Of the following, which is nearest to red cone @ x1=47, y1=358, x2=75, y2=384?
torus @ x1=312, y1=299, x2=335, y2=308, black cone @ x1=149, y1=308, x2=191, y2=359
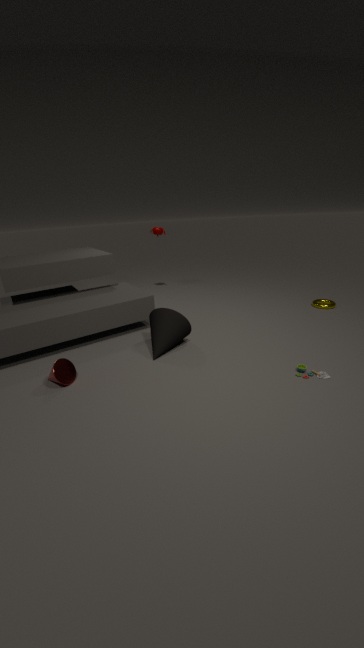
black cone @ x1=149, y1=308, x2=191, y2=359
